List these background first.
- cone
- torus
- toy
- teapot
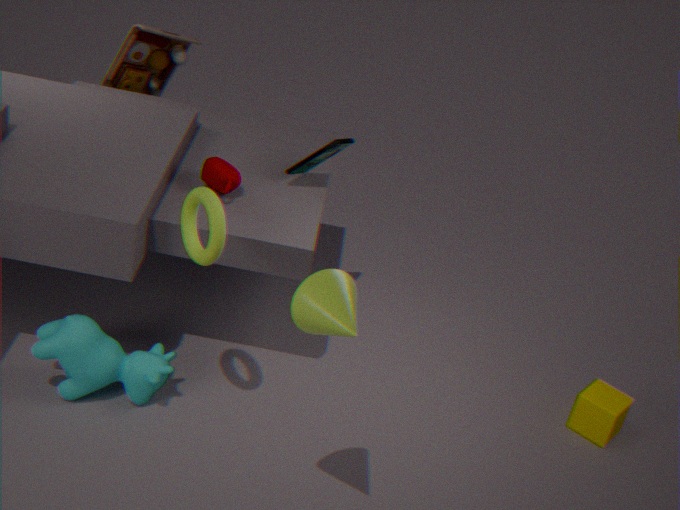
toy → teapot → torus → cone
